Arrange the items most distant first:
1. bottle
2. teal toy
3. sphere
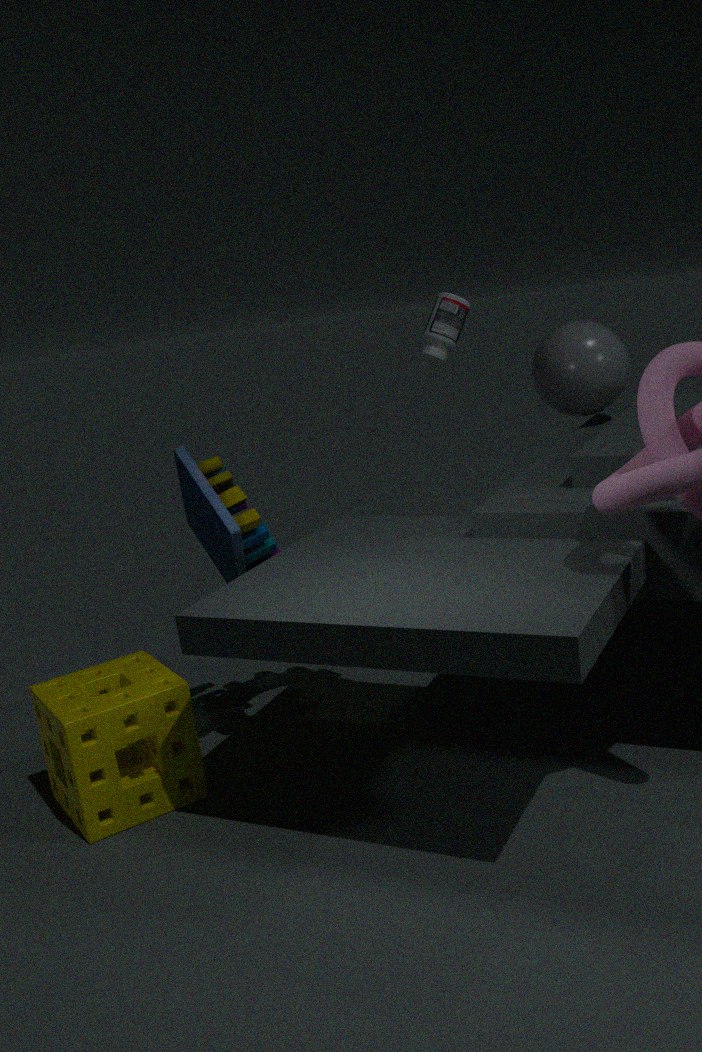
bottle < sphere < teal toy
